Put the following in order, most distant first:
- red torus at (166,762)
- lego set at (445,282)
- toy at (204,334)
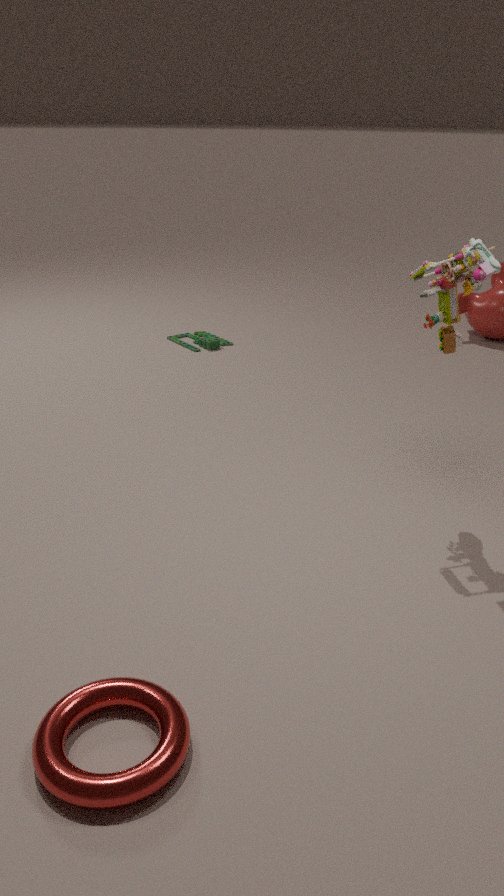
toy at (204,334), lego set at (445,282), red torus at (166,762)
